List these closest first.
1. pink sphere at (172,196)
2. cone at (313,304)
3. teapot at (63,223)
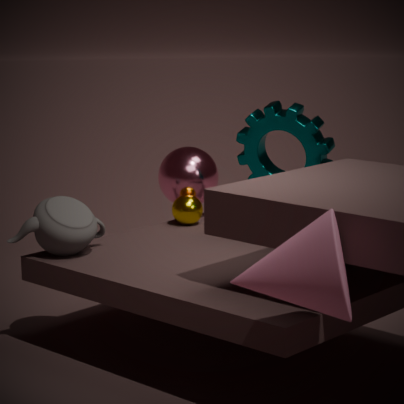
cone at (313,304), teapot at (63,223), pink sphere at (172,196)
